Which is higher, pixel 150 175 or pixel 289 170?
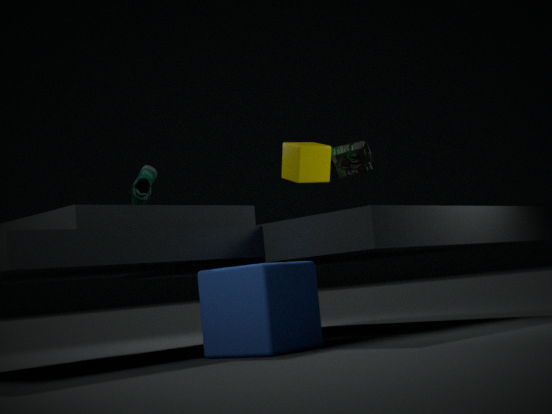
pixel 289 170
